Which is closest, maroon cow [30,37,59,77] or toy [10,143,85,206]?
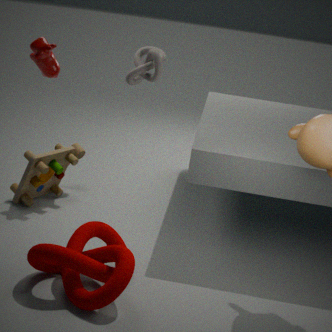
maroon cow [30,37,59,77]
